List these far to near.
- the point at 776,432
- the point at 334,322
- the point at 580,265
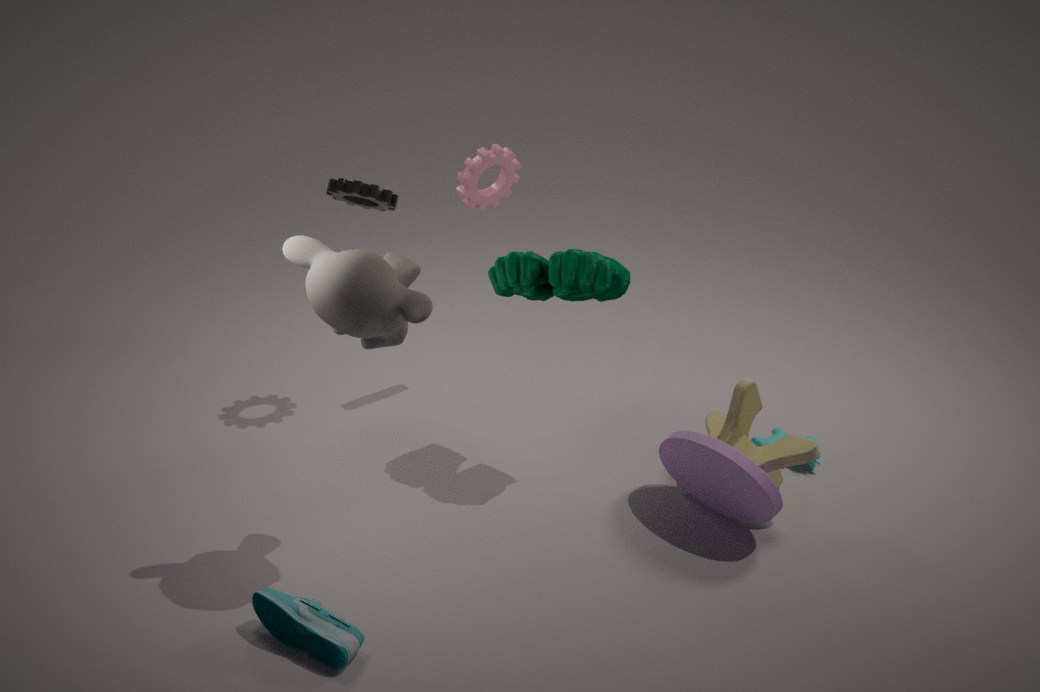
the point at 776,432
the point at 580,265
the point at 334,322
